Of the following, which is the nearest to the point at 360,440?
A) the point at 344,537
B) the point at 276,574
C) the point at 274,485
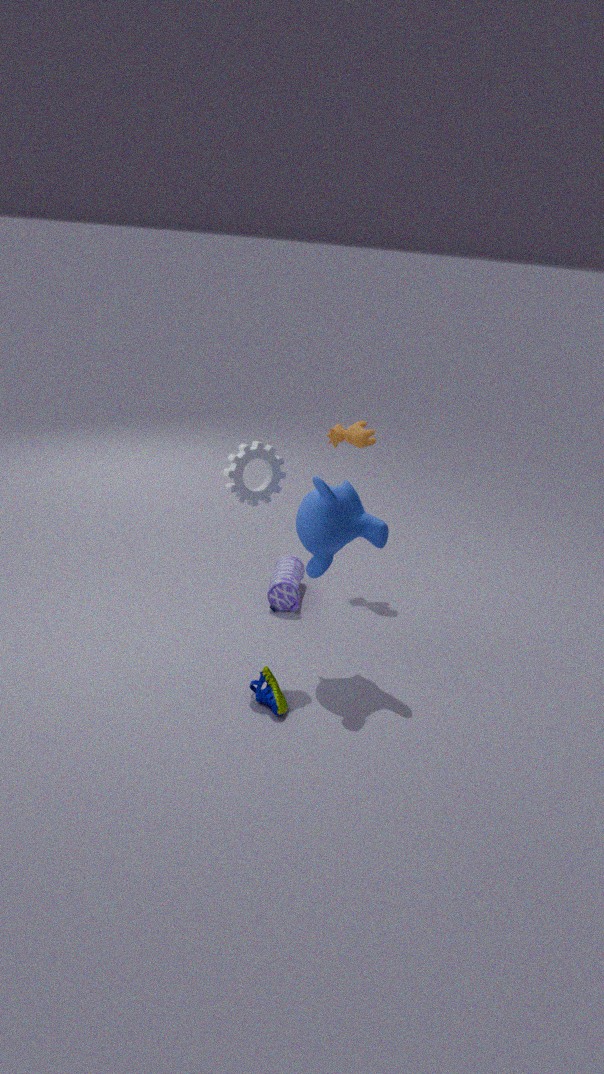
the point at 276,574
